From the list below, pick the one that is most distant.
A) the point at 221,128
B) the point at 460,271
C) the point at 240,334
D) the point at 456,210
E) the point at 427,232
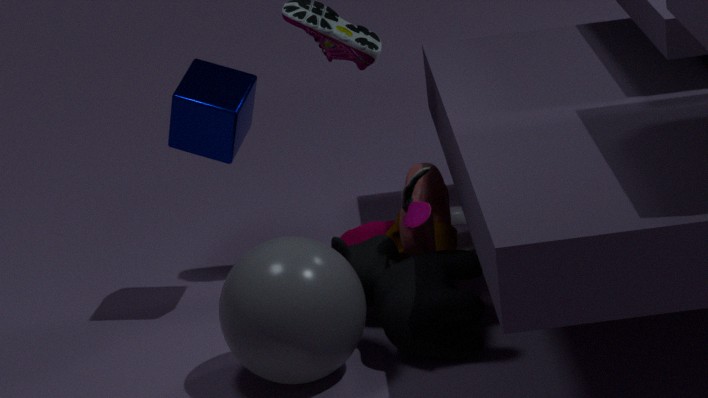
the point at 456,210
